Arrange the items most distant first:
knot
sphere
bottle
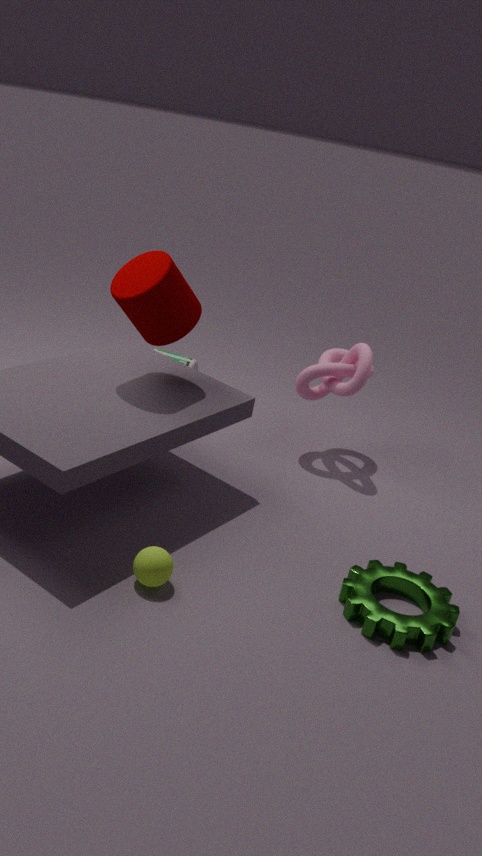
bottle → knot → sphere
